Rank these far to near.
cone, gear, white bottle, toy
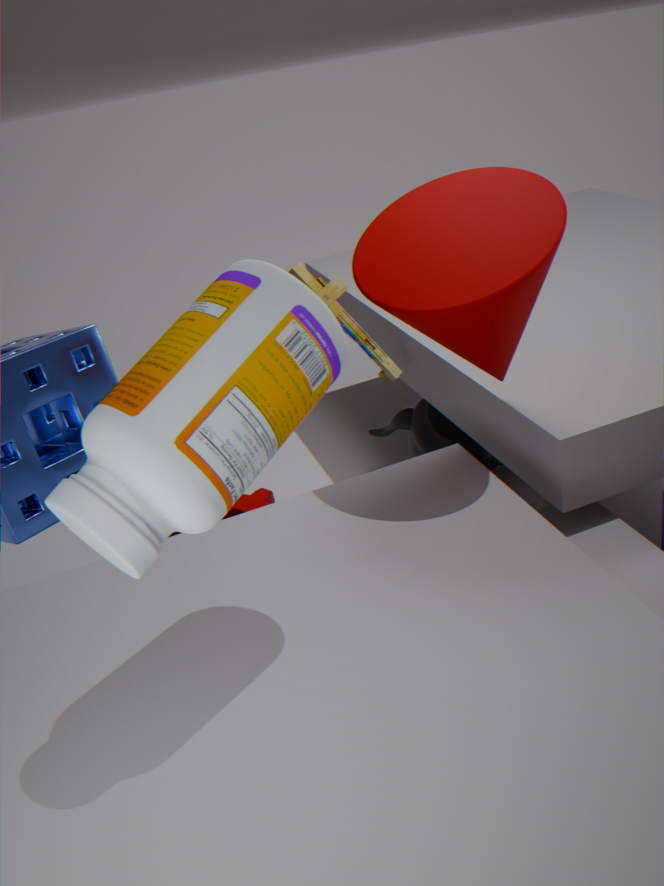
gear
toy
cone
white bottle
